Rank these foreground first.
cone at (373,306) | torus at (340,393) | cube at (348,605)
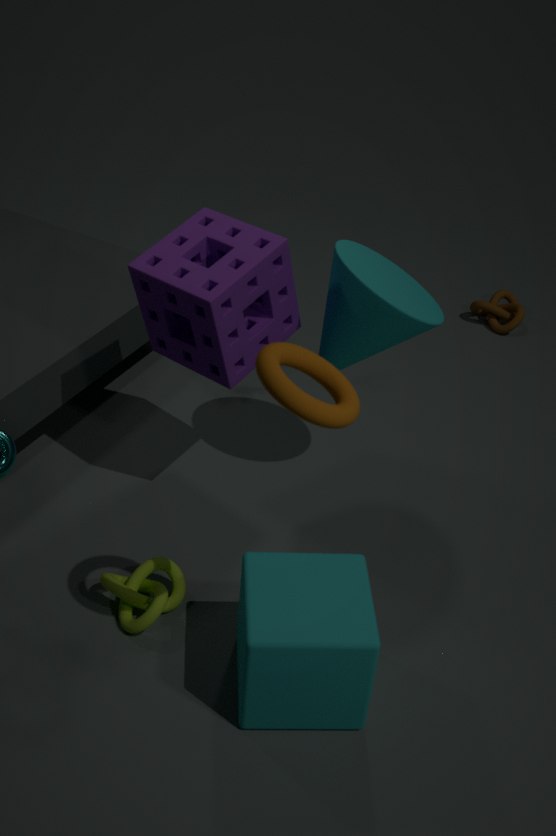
torus at (340,393)
cube at (348,605)
cone at (373,306)
